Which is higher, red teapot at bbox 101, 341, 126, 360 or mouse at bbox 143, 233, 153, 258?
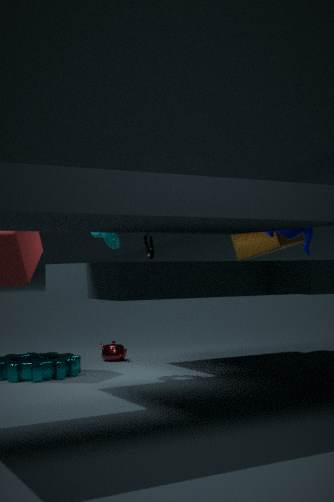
mouse at bbox 143, 233, 153, 258
